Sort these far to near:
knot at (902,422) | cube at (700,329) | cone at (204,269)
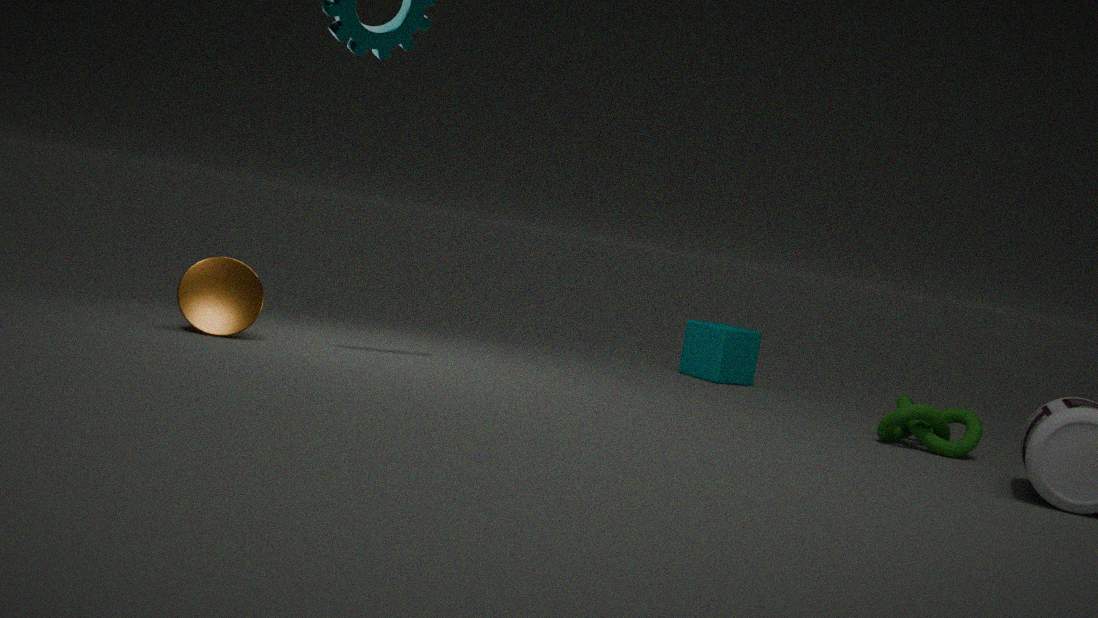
1. cube at (700,329)
2. knot at (902,422)
3. cone at (204,269)
